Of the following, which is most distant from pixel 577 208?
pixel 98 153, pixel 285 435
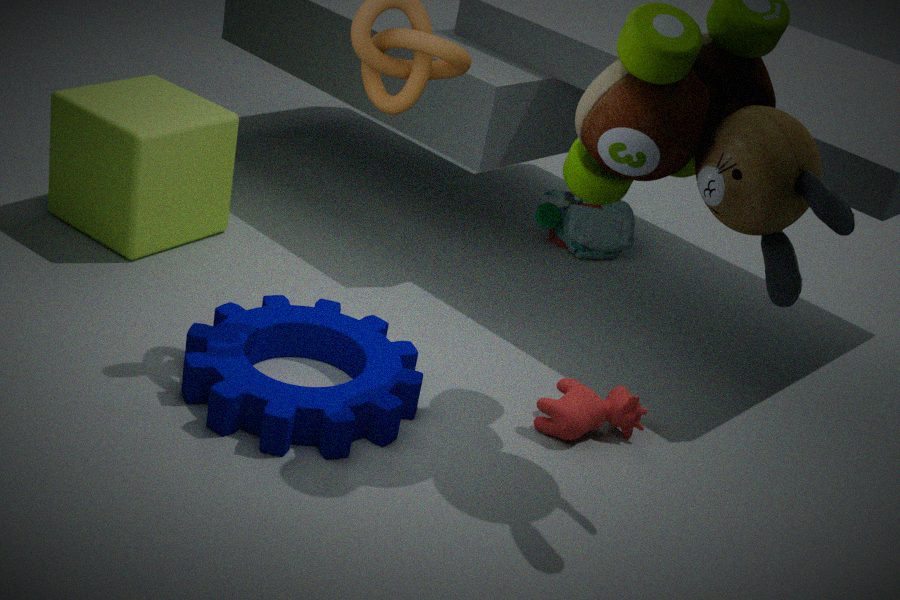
pixel 98 153
